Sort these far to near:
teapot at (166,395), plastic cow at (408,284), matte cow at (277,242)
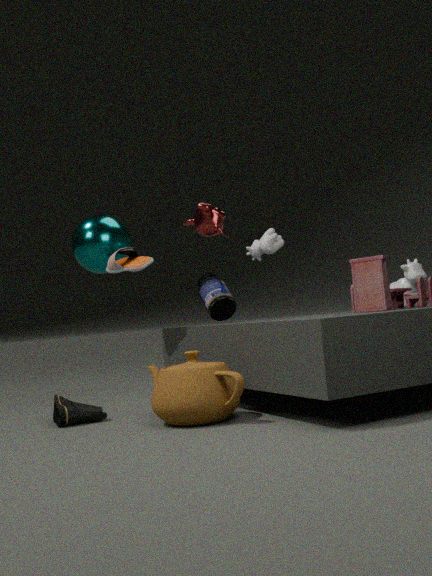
matte cow at (277,242) → plastic cow at (408,284) → teapot at (166,395)
